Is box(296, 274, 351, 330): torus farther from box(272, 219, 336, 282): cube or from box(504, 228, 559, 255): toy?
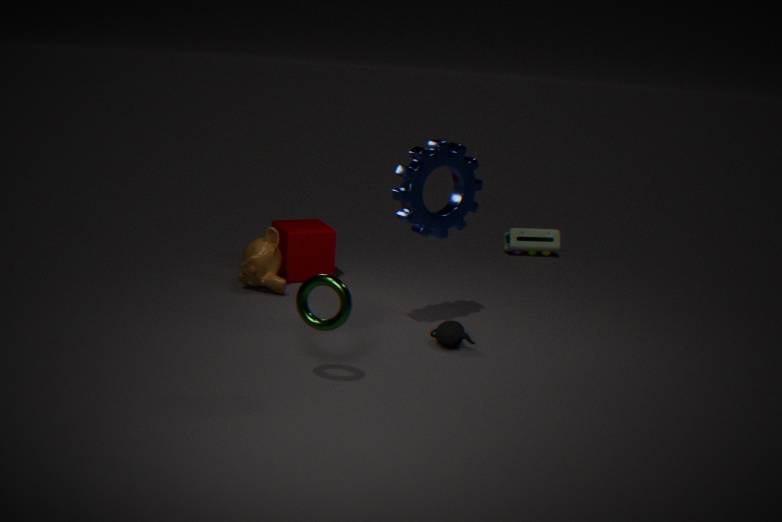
box(504, 228, 559, 255): toy
